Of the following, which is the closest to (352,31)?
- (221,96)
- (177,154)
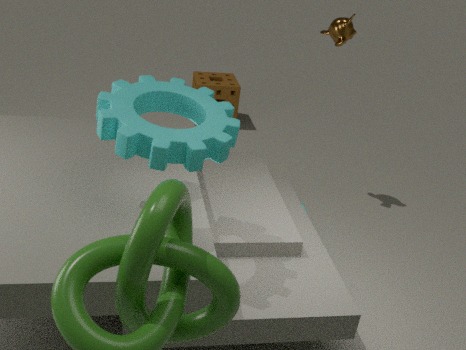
(221,96)
